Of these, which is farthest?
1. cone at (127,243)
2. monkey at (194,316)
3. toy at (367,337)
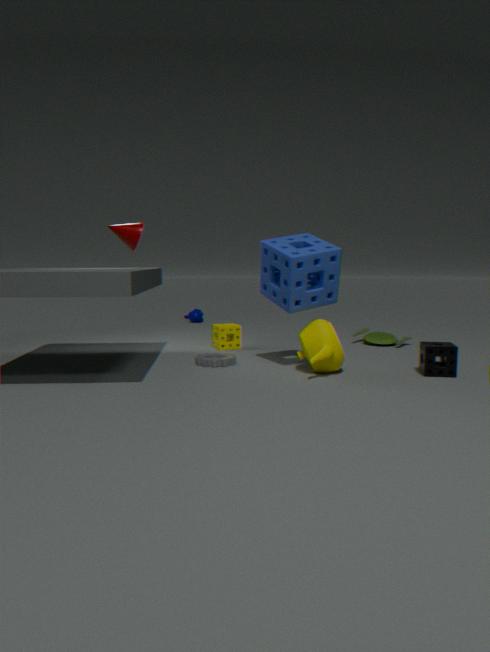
monkey at (194,316)
